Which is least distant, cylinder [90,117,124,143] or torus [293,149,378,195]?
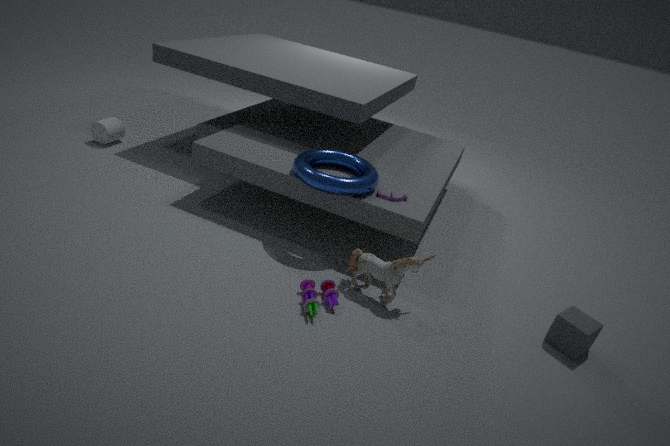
torus [293,149,378,195]
